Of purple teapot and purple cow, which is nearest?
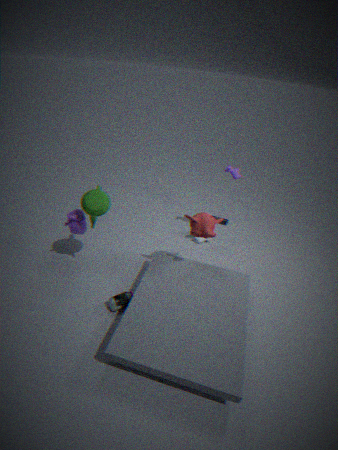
purple teapot
